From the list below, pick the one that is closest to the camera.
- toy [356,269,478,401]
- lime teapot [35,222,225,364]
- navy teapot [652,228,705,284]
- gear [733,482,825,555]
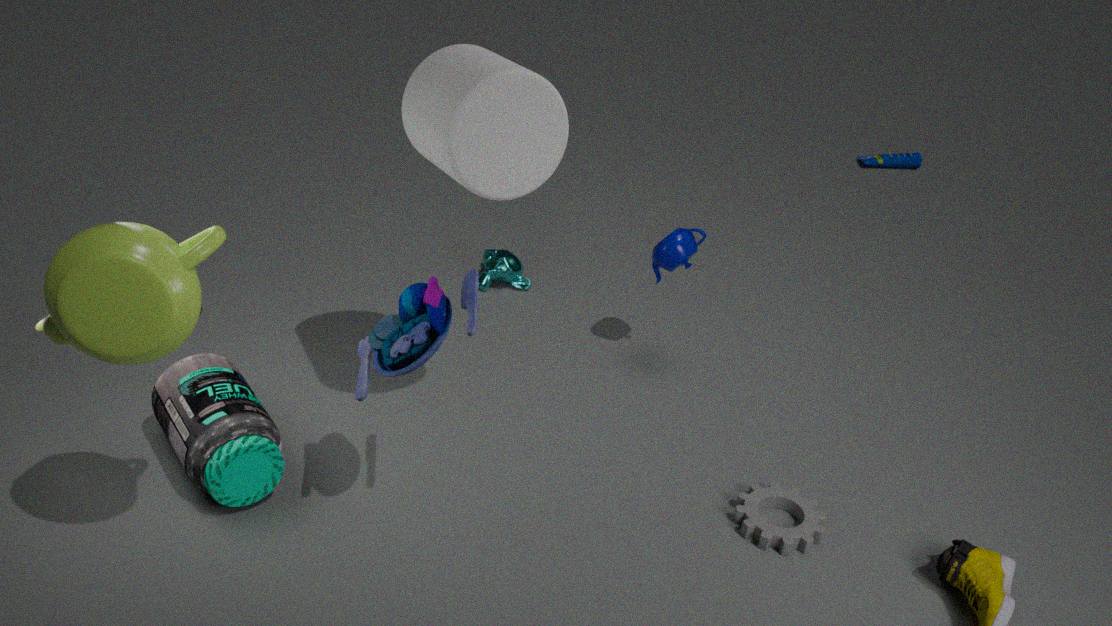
lime teapot [35,222,225,364]
